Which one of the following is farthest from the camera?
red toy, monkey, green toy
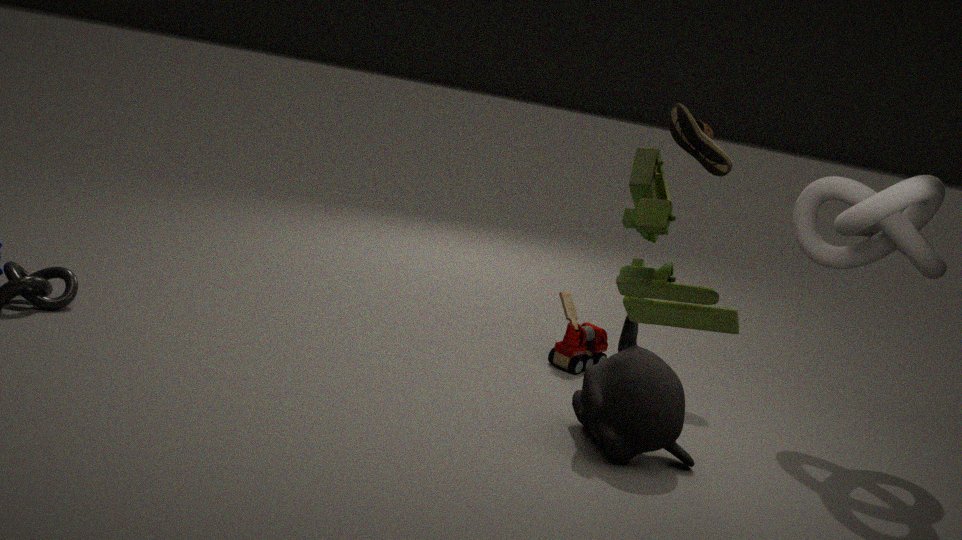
red toy
